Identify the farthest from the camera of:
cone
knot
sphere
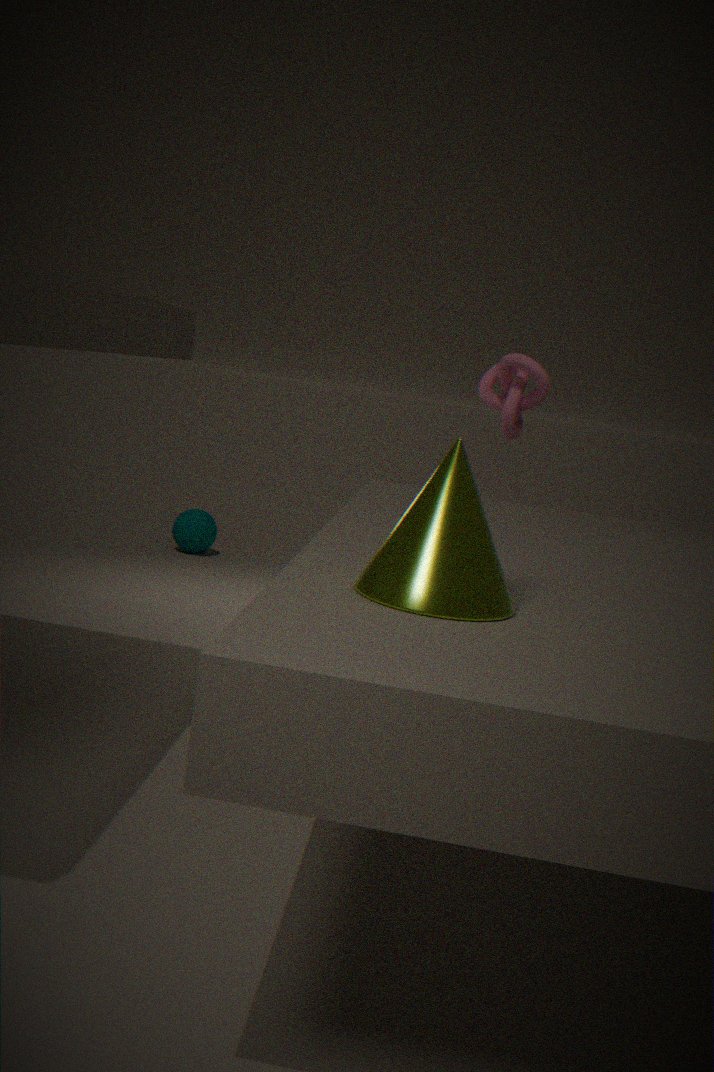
sphere
